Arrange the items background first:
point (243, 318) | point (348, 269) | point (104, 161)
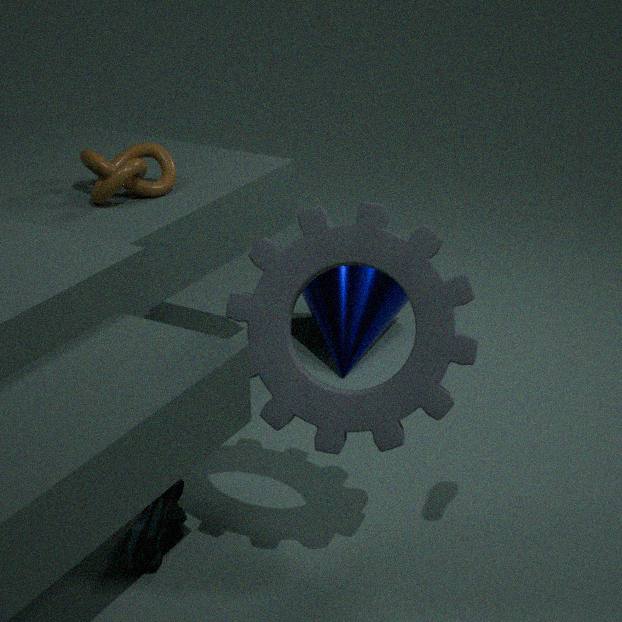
point (348, 269)
point (104, 161)
point (243, 318)
